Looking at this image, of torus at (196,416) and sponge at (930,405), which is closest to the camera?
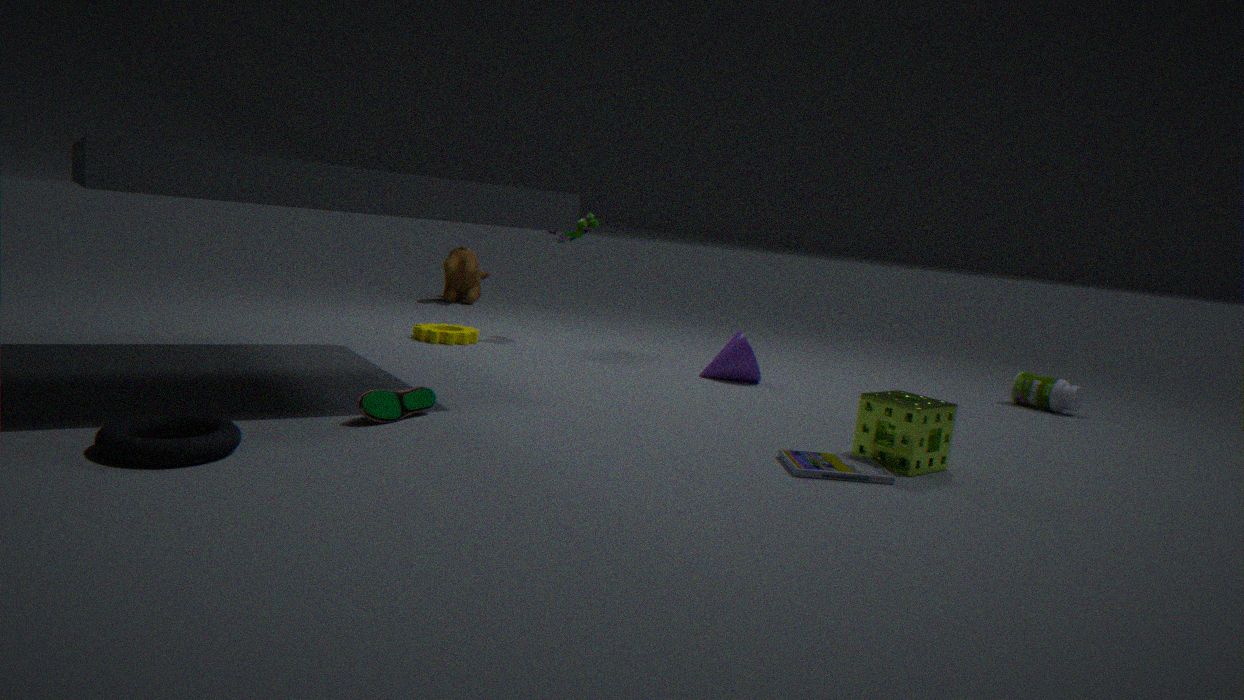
torus at (196,416)
